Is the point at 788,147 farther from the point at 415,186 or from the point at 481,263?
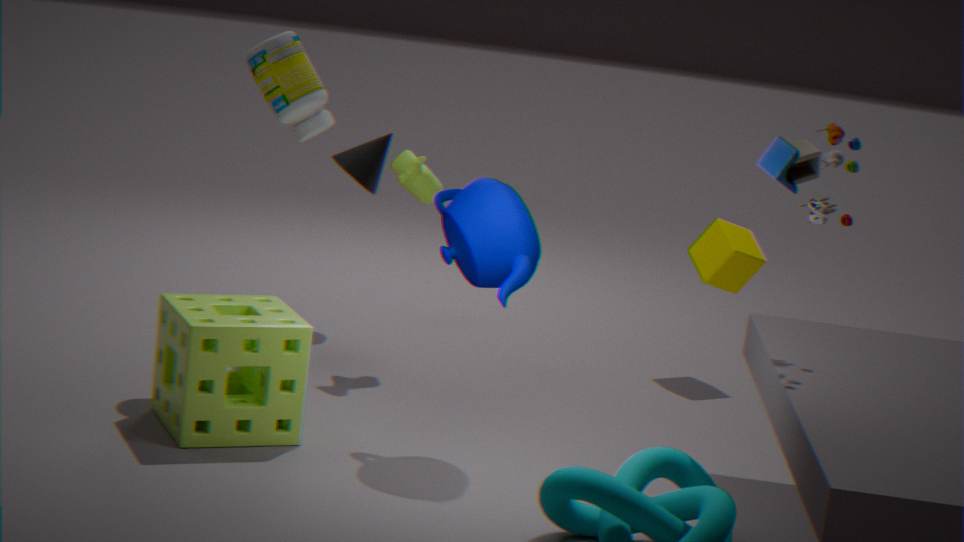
the point at 415,186
